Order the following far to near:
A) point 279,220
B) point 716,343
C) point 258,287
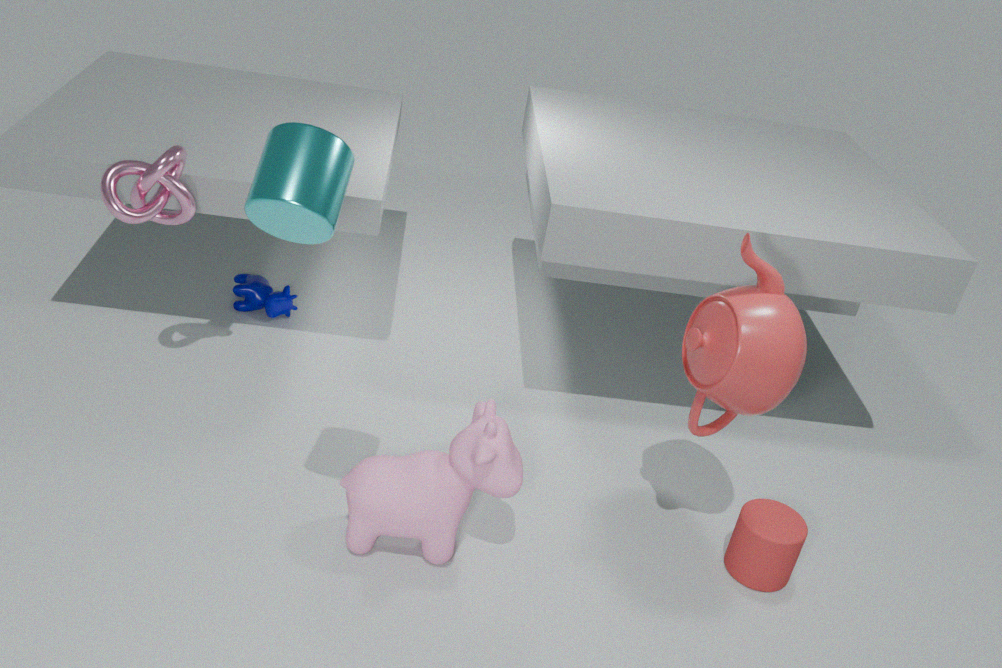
point 258,287 → point 716,343 → point 279,220
